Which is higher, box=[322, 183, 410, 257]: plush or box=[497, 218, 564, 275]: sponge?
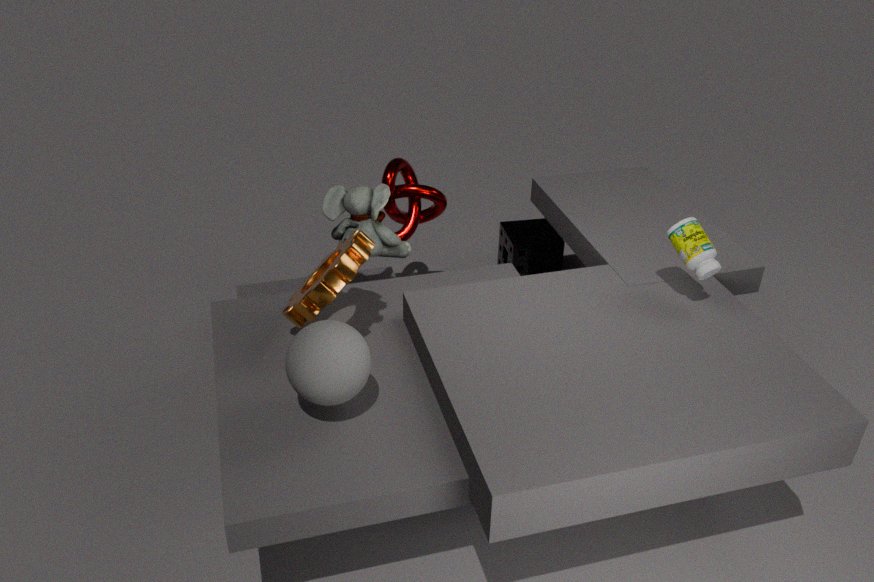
box=[322, 183, 410, 257]: plush
